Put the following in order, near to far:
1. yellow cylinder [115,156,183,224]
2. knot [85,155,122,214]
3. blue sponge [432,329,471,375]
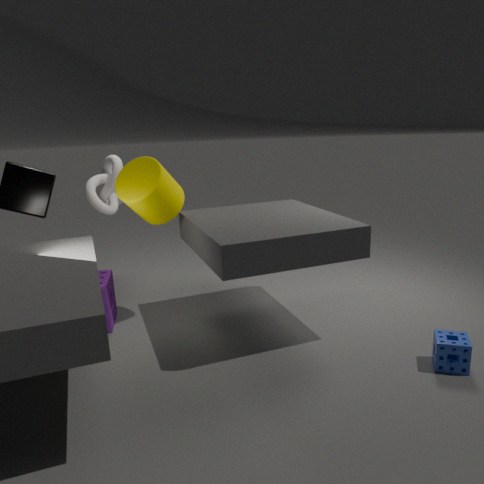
blue sponge [432,329,471,375], yellow cylinder [115,156,183,224], knot [85,155,122,214]
